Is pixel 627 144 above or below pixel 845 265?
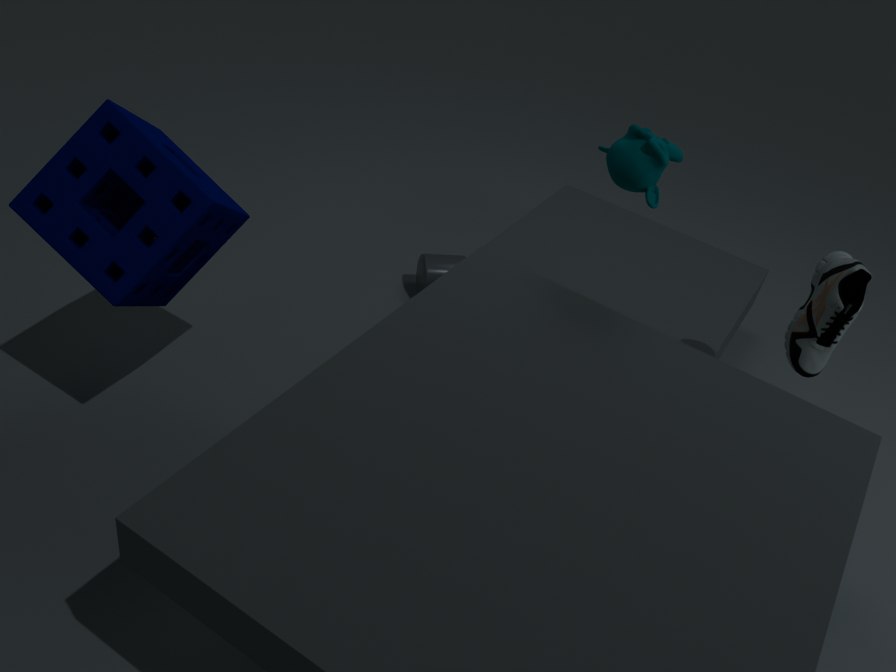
above
